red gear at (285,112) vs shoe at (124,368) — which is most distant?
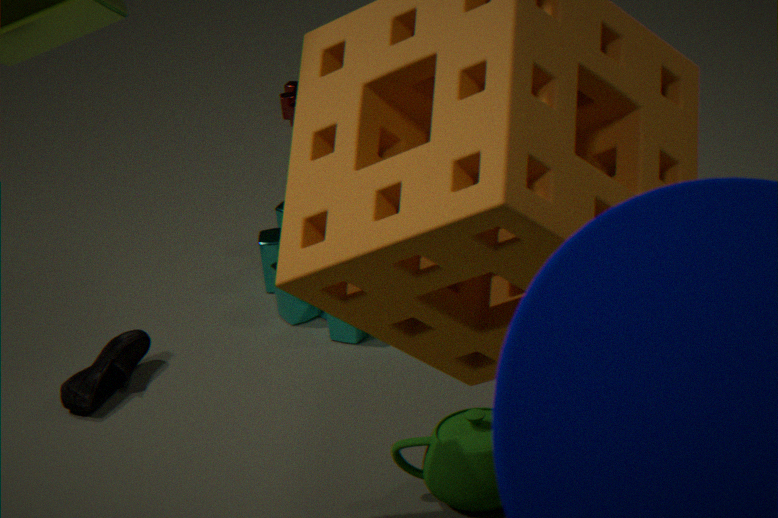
red gear at (285,112)
